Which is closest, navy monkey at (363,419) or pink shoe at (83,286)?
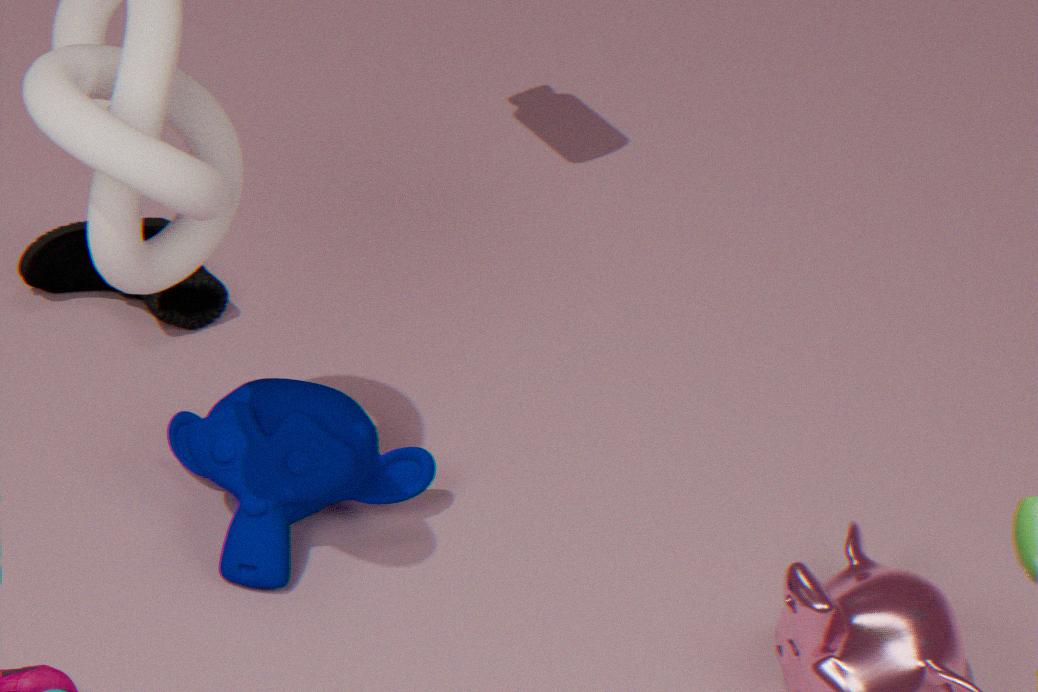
navy monkey at (363,419)
